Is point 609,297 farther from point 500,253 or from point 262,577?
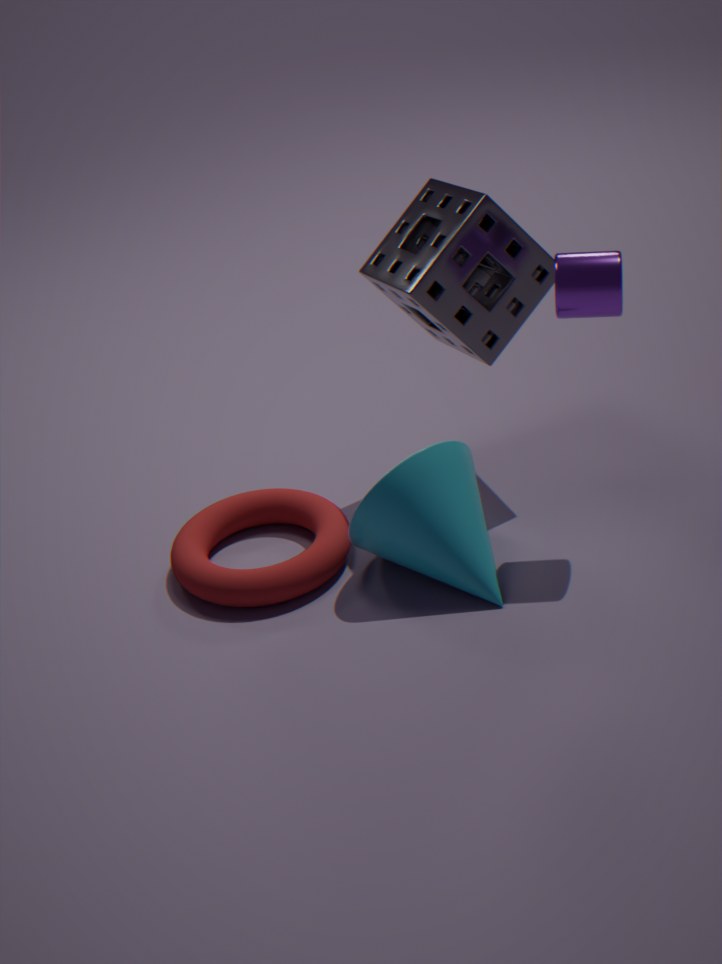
point 262,577
